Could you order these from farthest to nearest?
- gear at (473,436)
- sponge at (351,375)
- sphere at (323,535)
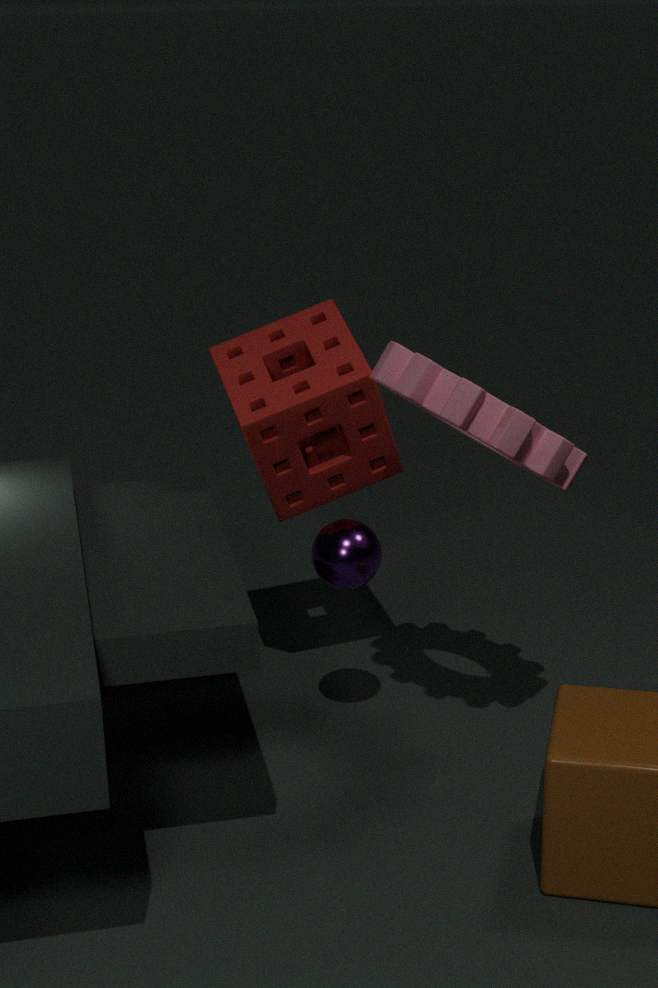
sponge at (351,375) < sphere at (323,535) < gear at (473,436)
